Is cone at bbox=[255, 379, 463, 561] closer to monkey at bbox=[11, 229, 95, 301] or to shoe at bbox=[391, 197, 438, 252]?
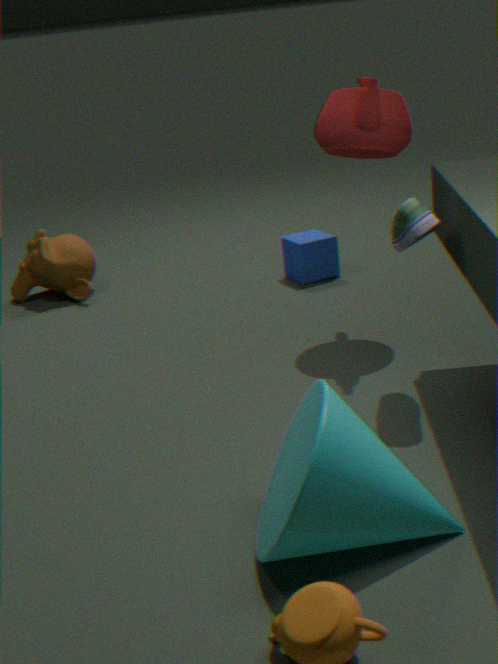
shoe at bbox=[391, 197, 438, 252]
